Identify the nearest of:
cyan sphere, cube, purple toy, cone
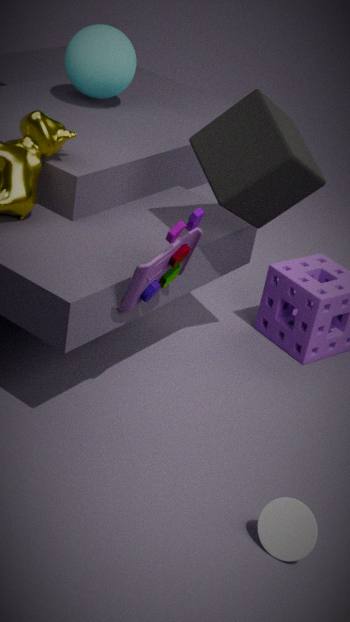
cone
